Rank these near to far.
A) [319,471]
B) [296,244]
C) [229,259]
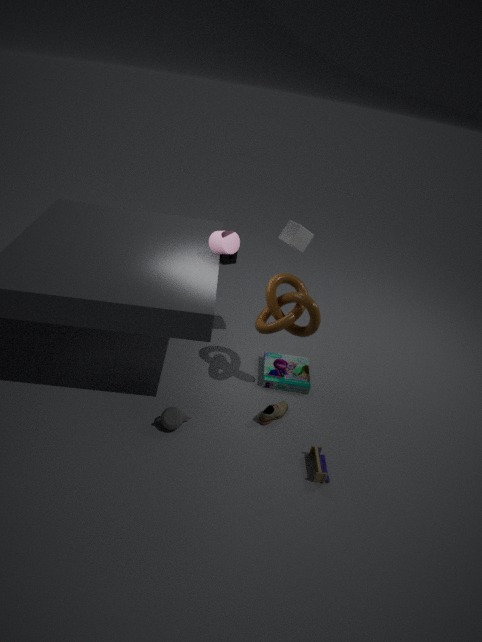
[319,471] < [296,244] < [229,259]
